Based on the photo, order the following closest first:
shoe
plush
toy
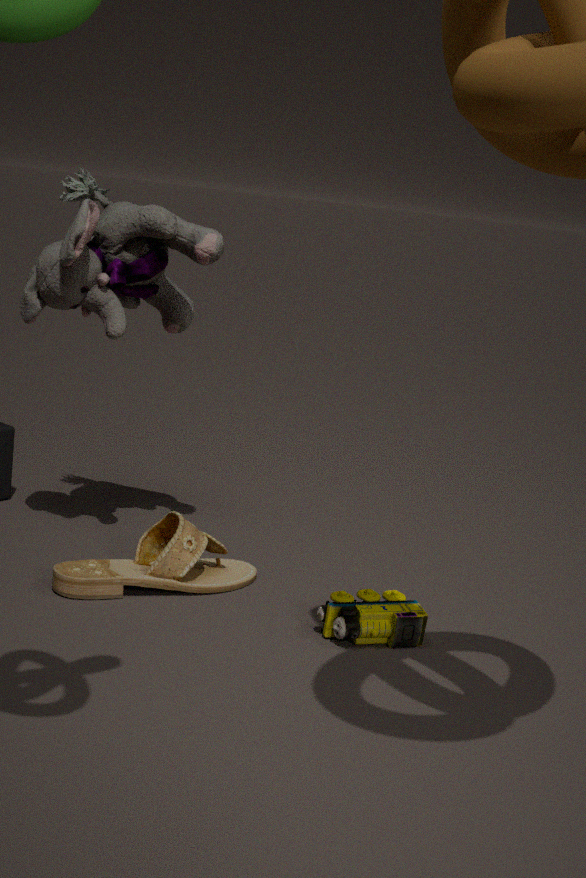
toy
shoe
plush
